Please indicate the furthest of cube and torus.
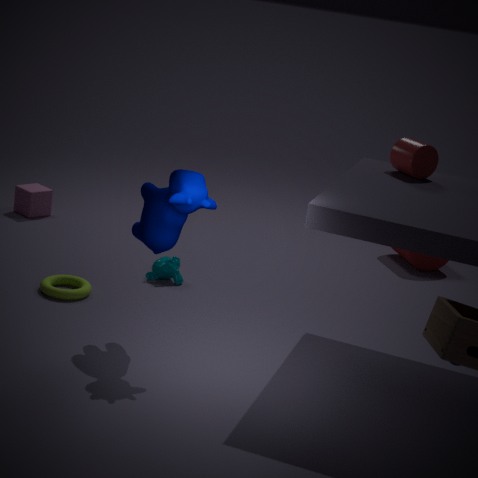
cube
